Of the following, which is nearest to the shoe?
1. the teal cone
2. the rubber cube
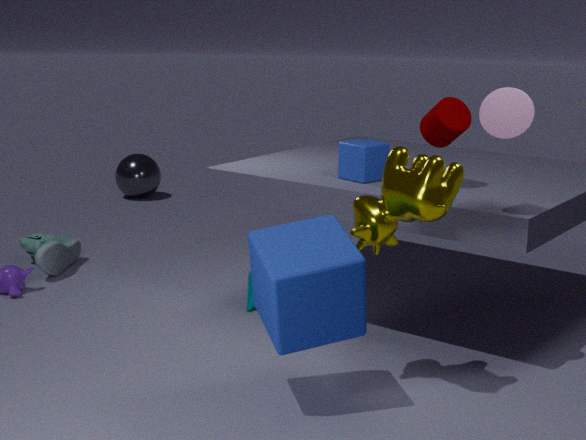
the teal cone
